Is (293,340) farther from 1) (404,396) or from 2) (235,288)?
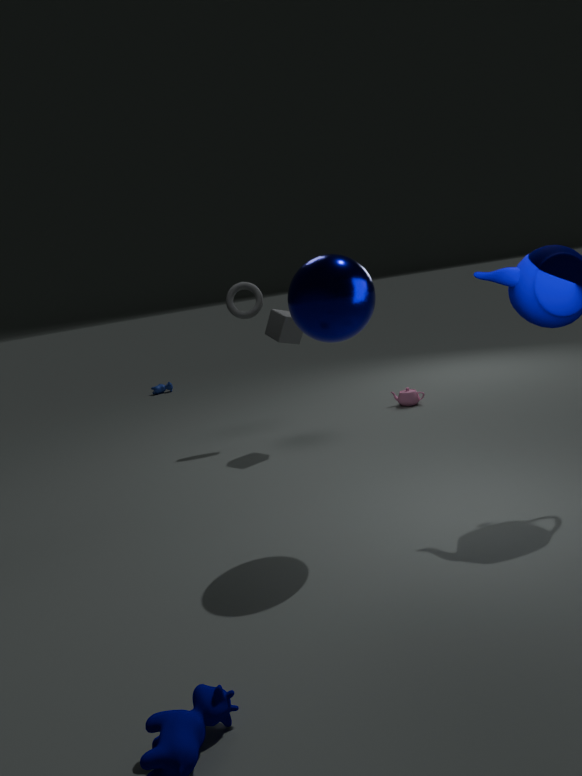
1) (404,396)
